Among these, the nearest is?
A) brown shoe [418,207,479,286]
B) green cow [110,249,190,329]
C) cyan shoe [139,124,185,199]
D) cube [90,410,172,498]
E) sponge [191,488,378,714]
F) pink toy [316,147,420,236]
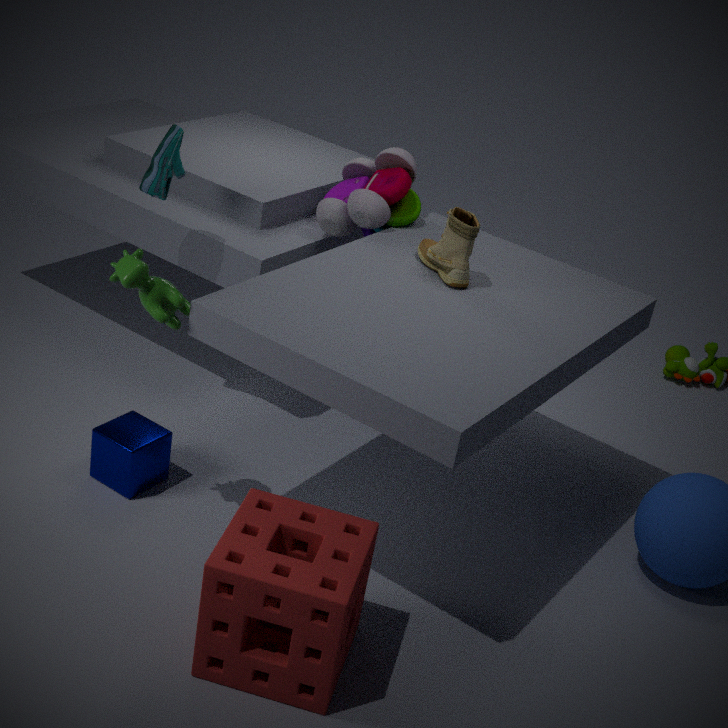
sponge [191,488,378,714]
